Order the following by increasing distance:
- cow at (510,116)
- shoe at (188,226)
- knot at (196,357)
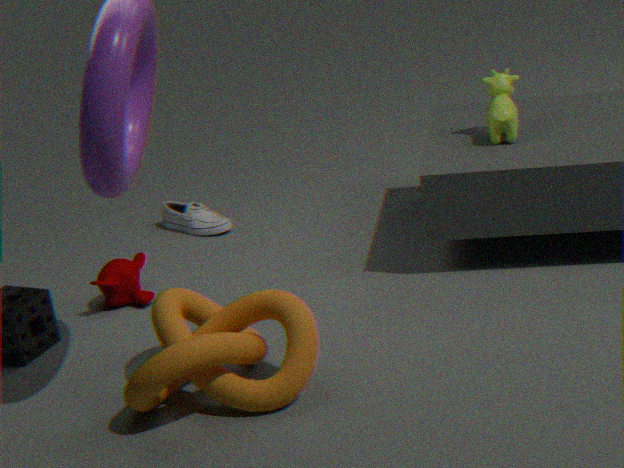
knot at (196,357) < cow at (510,116) < shoe at (188,226)
